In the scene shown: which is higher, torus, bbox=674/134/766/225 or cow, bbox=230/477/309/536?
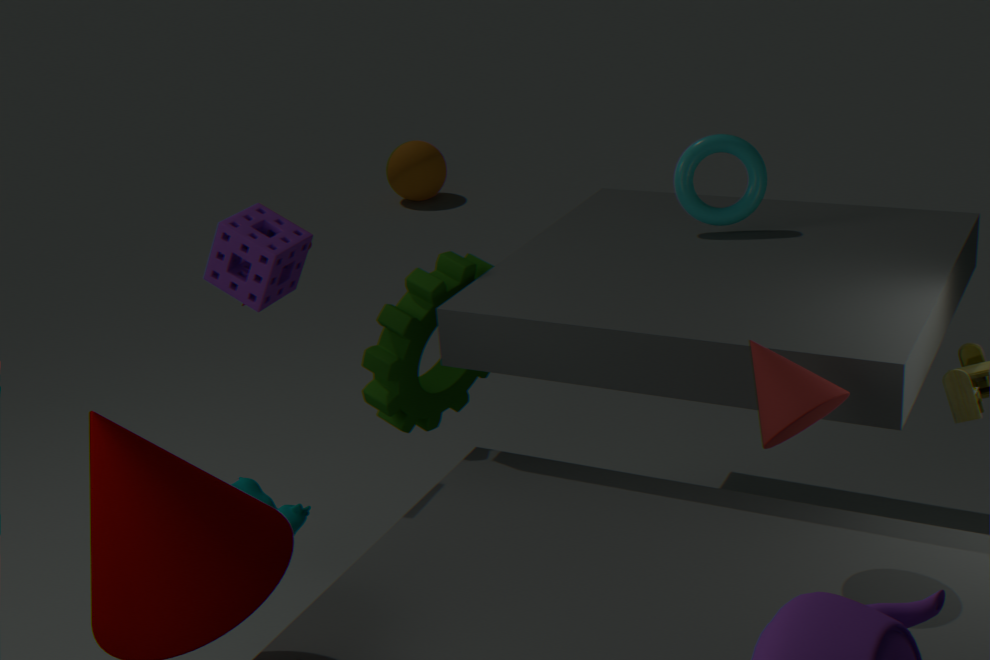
torus, bbox=674/134/766/225
